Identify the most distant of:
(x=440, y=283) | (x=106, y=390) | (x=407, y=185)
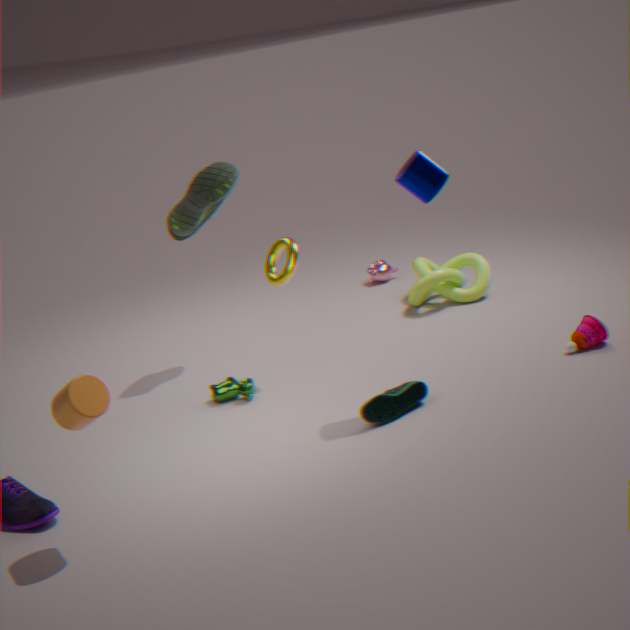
(x=440, y=283)
